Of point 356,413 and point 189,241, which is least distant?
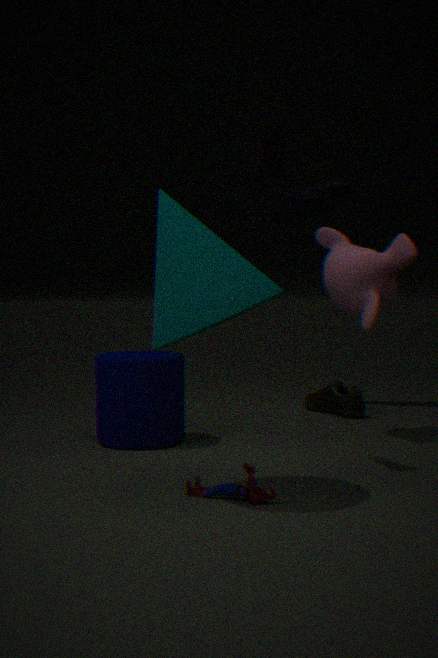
point 189,241
